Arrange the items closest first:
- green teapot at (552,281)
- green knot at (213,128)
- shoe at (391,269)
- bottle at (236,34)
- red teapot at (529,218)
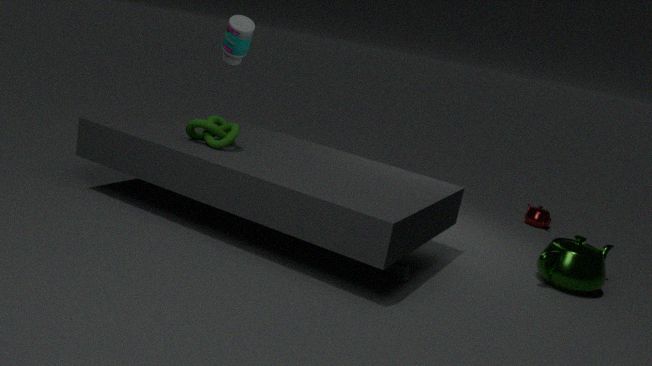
shoe at (391,269), green knot at (213,128), green teapot at (552,281), bottle at (236,34), red teapot at (529,218)
